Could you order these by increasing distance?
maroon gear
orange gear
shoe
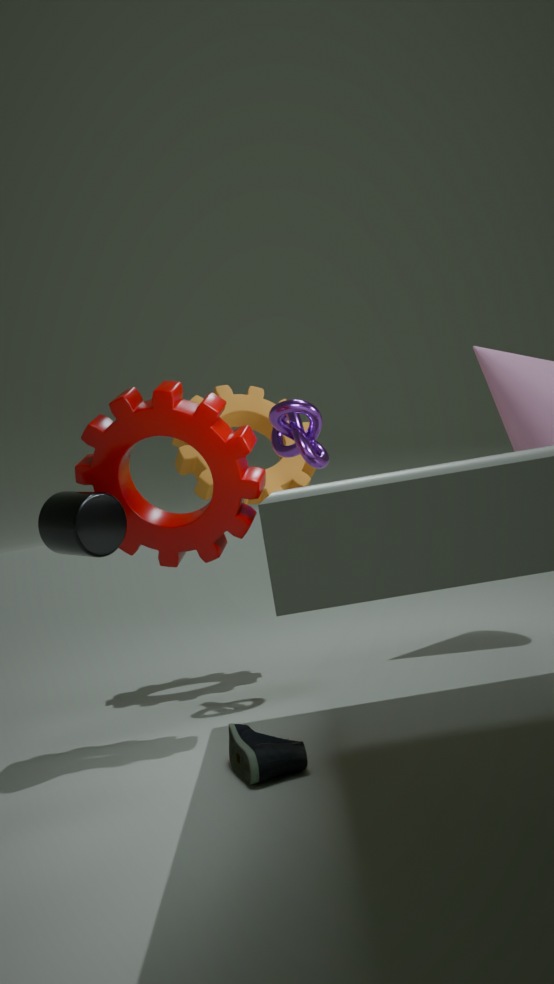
shoe
maroon gear
orange gear
